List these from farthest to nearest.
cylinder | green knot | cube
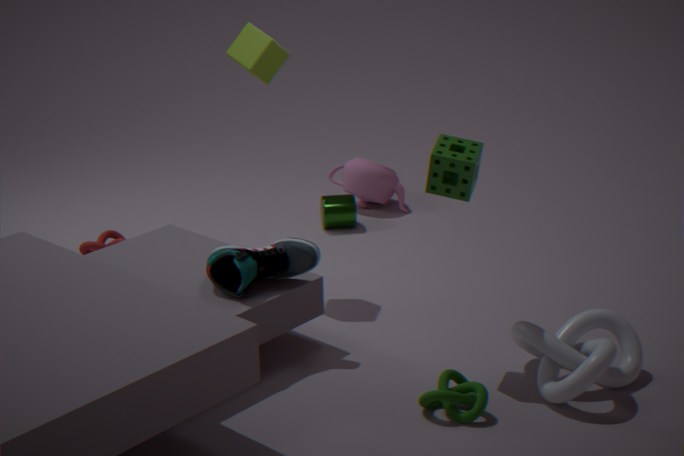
1. cylinder
2. cube
3. green knot
